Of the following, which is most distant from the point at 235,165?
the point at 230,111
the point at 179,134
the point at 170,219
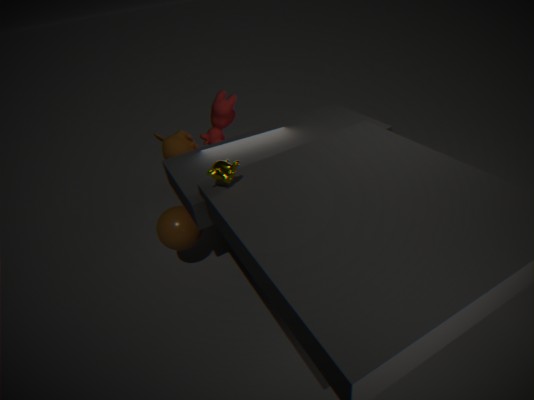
the point at 230,111
